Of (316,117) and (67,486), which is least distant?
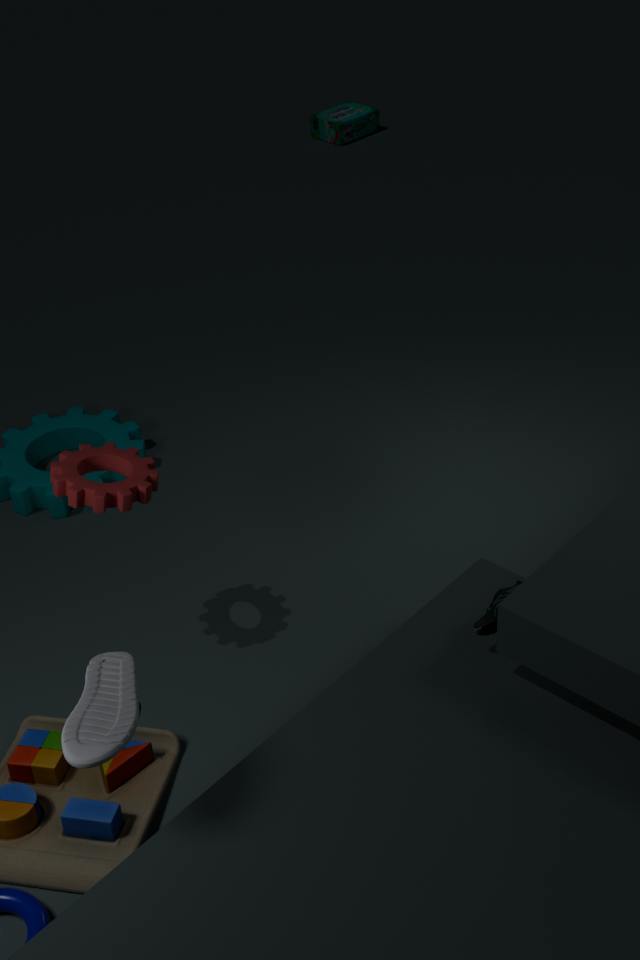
(67,486)
